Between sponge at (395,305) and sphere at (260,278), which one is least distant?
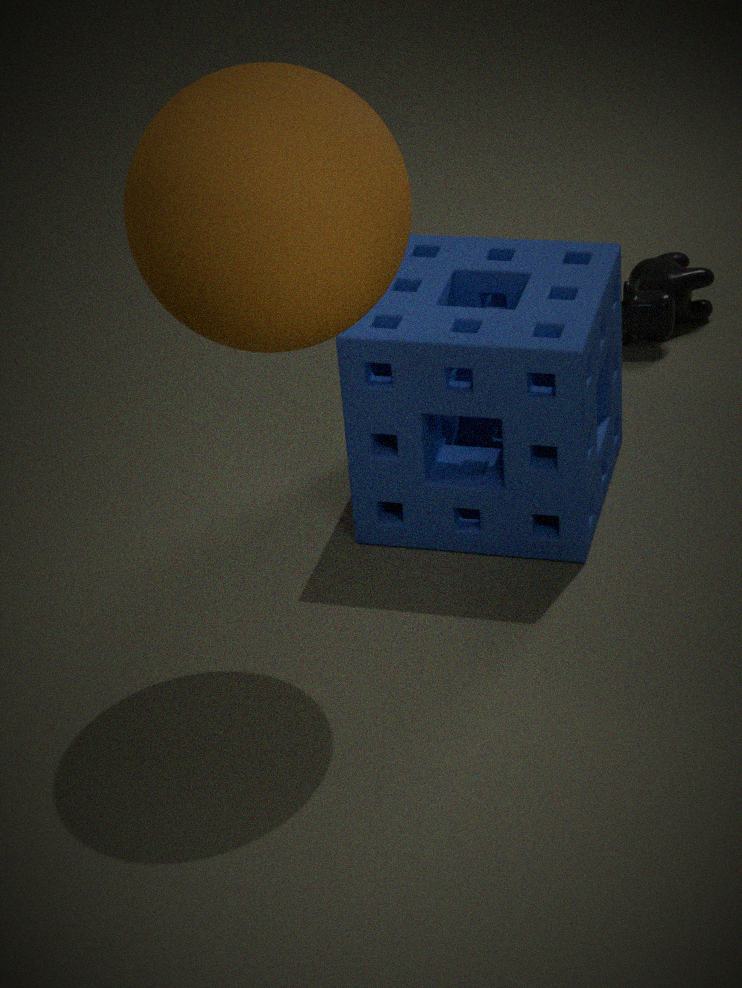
sphere at (260,278)
